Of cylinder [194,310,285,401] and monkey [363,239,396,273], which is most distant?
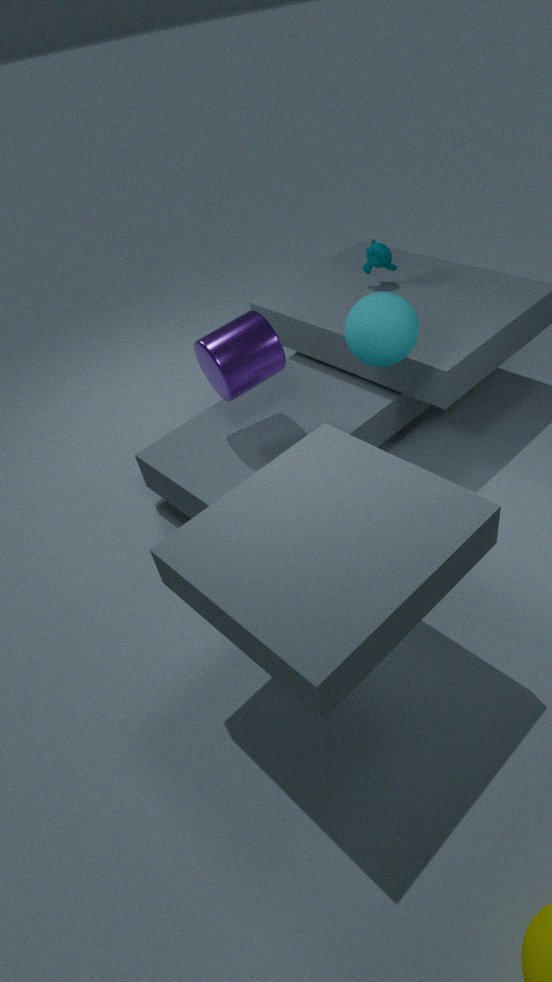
monkey [363,239,396,273]
